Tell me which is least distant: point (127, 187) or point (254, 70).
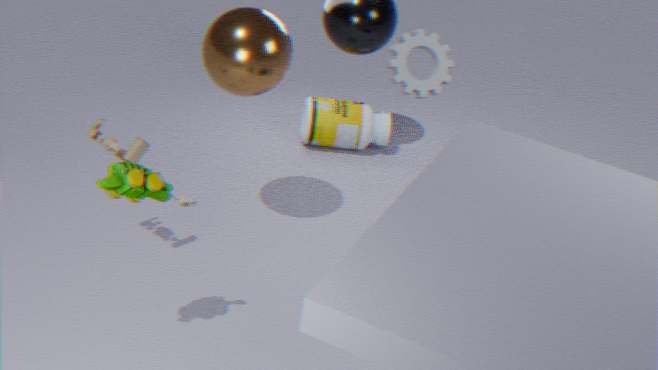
point (127, 187)
